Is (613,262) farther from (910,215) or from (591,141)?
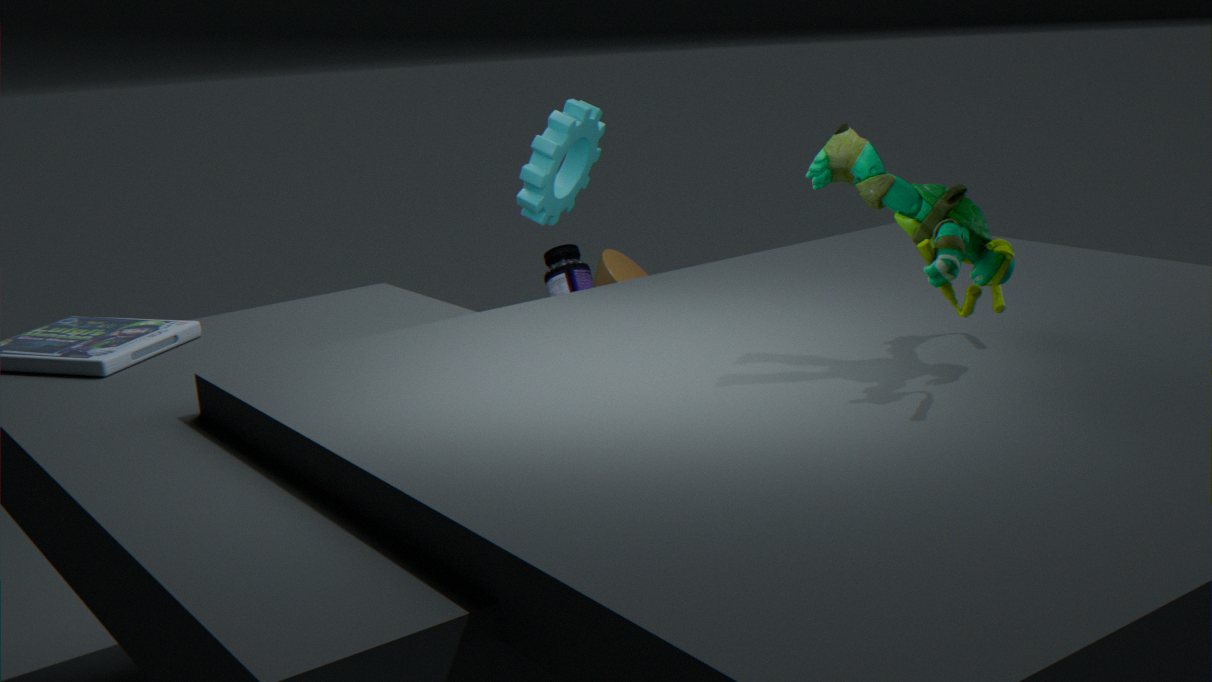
(910,215)
